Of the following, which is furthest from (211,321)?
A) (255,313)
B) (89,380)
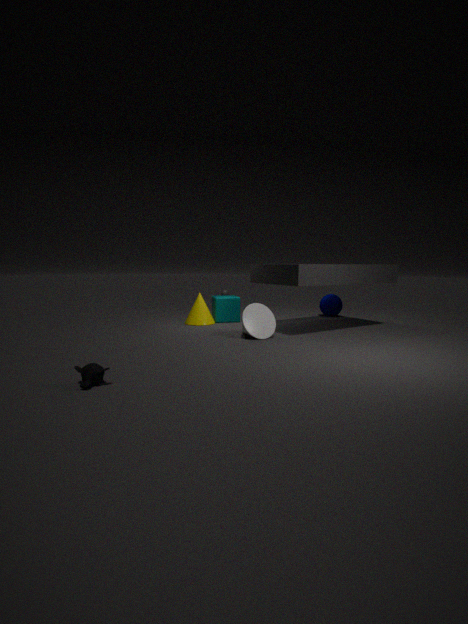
(89,380)
